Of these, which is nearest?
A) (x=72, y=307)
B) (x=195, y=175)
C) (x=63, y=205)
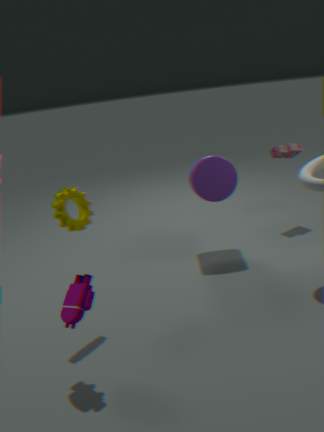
(x=72, y=307)
